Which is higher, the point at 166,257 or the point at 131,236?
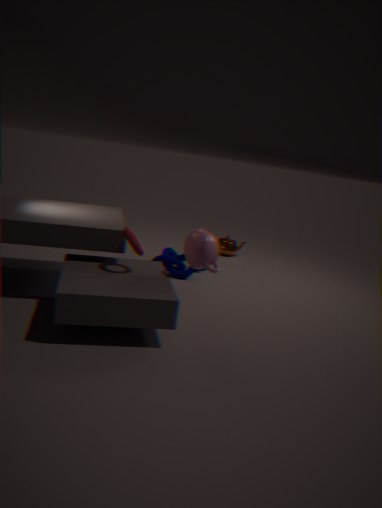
the point at 131,236
